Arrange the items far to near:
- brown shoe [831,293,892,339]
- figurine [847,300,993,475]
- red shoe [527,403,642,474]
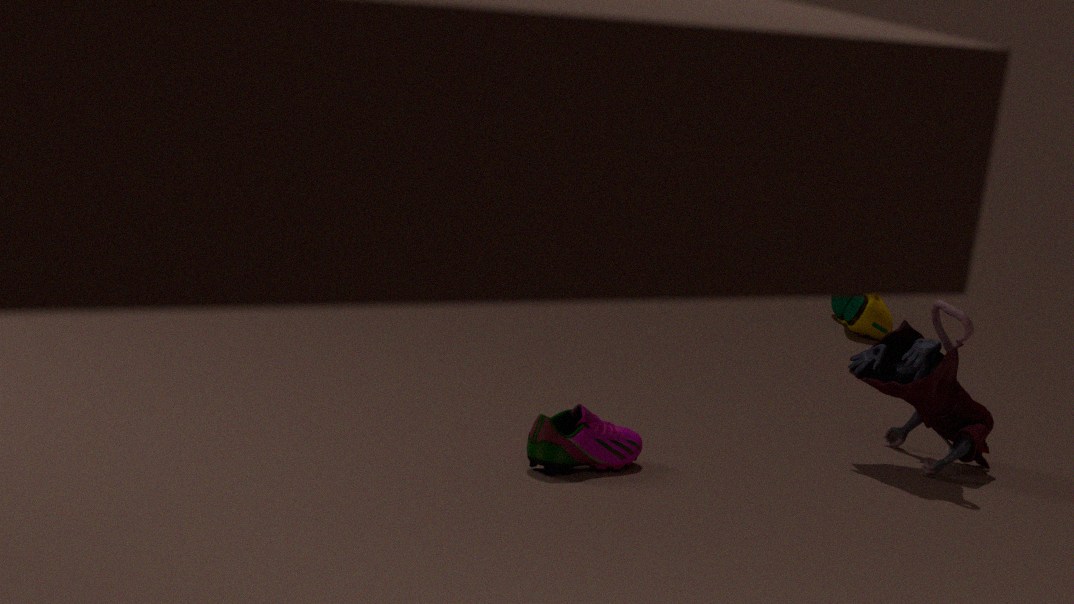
→ brown shoe [831,293,892,339], figurine [847,300,993,475], red shoe [527,403,642,474]
